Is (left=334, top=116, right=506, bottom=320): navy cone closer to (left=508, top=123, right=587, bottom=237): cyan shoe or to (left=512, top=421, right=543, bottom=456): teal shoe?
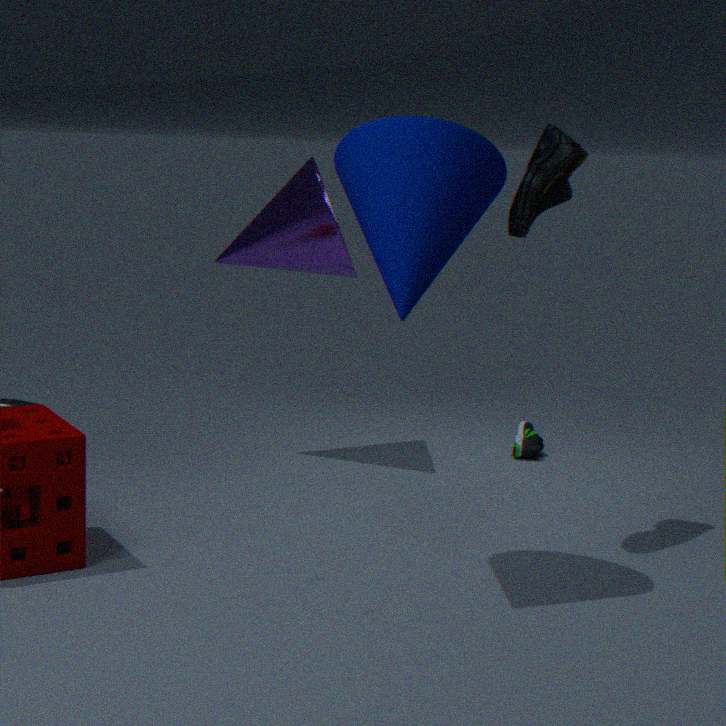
(left=508, top=123, right=587, bottom=237): cyan shoe
